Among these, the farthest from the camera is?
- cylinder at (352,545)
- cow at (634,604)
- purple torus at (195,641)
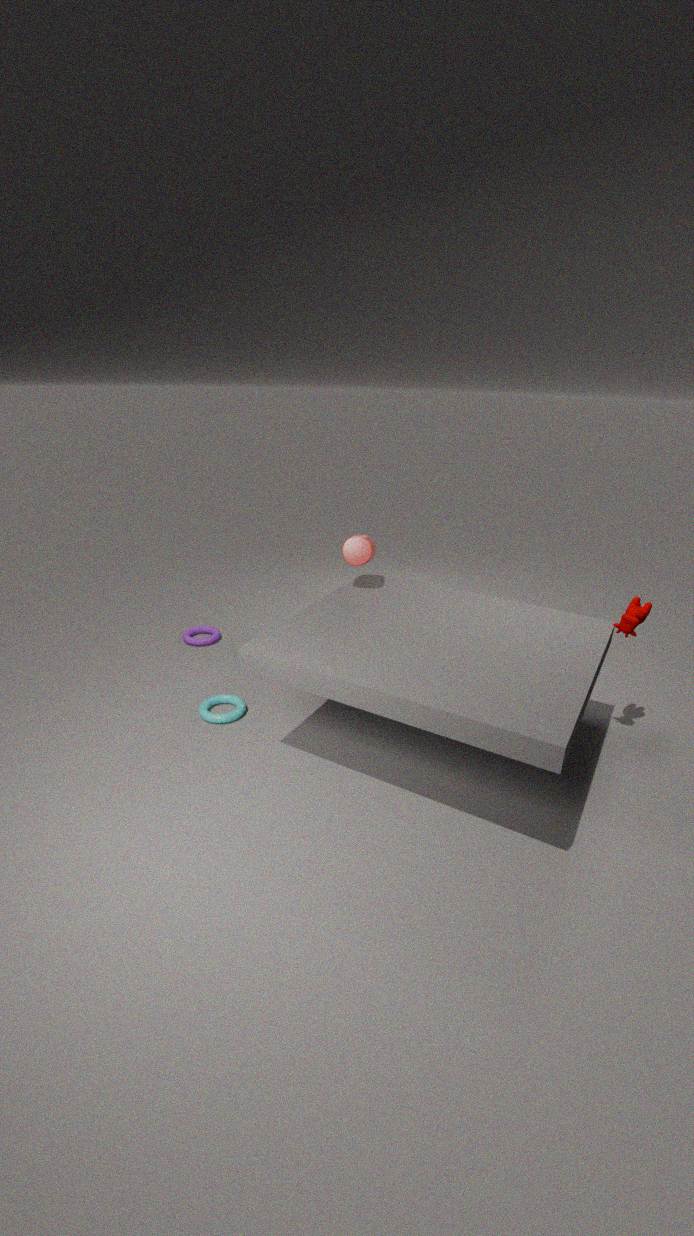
purple torus at (195,641)
